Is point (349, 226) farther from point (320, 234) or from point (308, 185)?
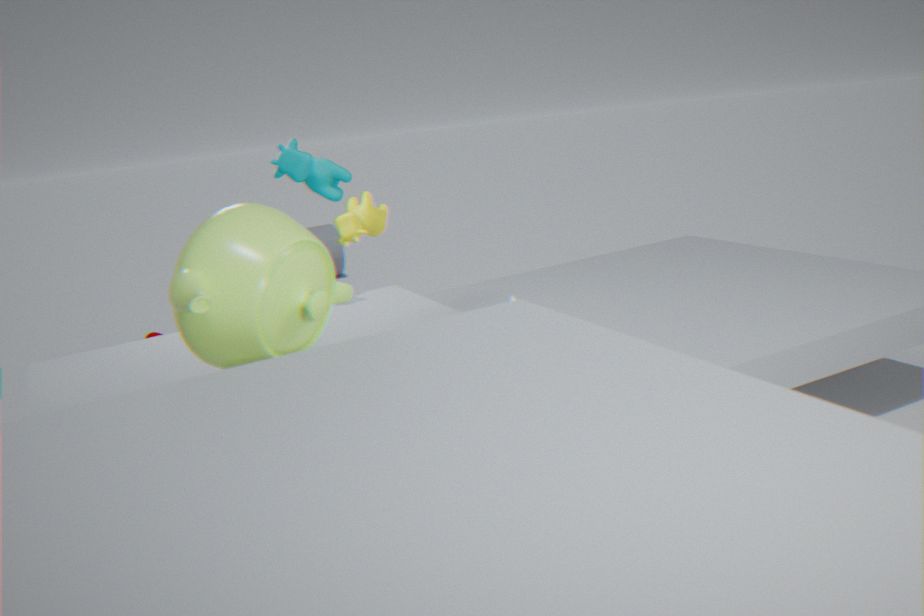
point (320, 234)
